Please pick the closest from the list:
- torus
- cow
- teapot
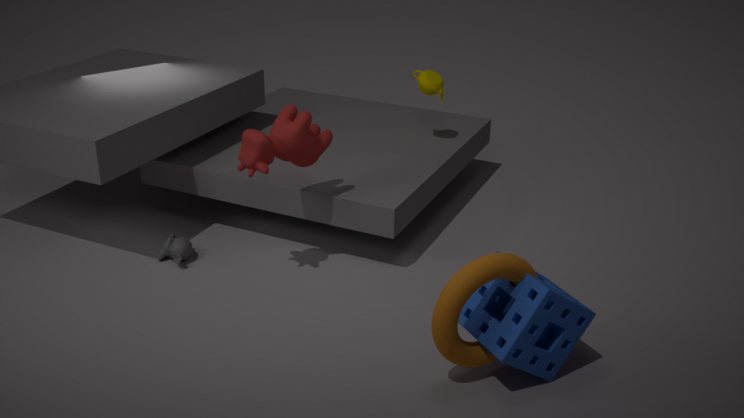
torus
